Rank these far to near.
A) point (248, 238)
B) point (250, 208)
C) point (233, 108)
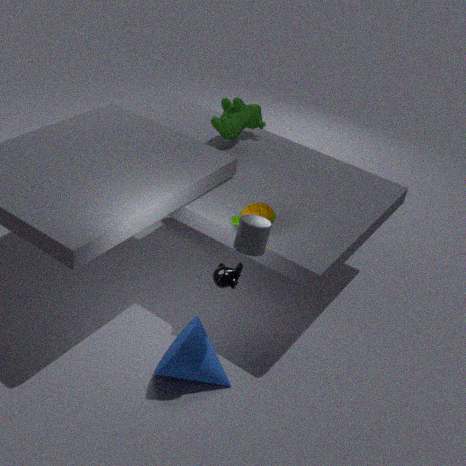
point (233, 108)
point (250, 208)
point (248, 238)
